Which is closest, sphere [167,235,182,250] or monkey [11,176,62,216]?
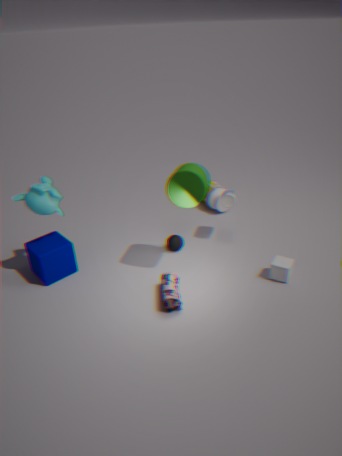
monkey [11,176,62,216]
